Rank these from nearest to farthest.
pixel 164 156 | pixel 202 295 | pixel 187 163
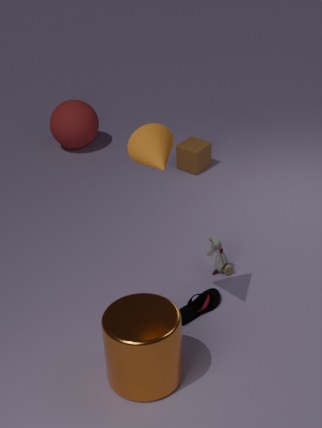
pixel 164 156, pixel 202 295, pixel 187 163
